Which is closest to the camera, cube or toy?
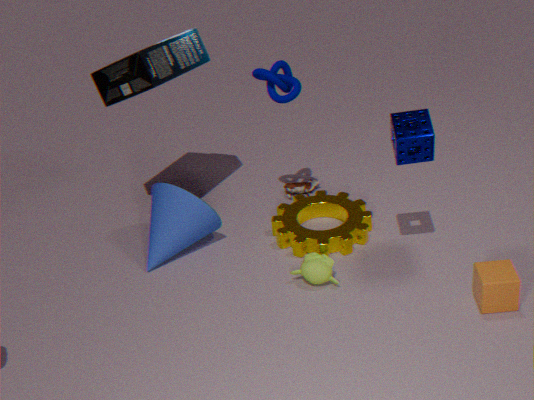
cube
